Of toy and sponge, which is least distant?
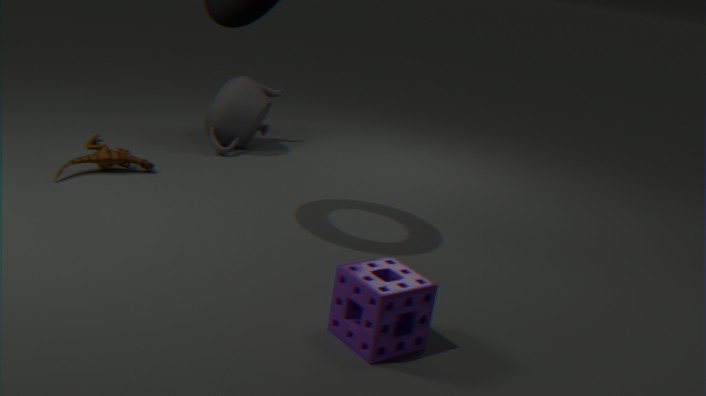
sponge
